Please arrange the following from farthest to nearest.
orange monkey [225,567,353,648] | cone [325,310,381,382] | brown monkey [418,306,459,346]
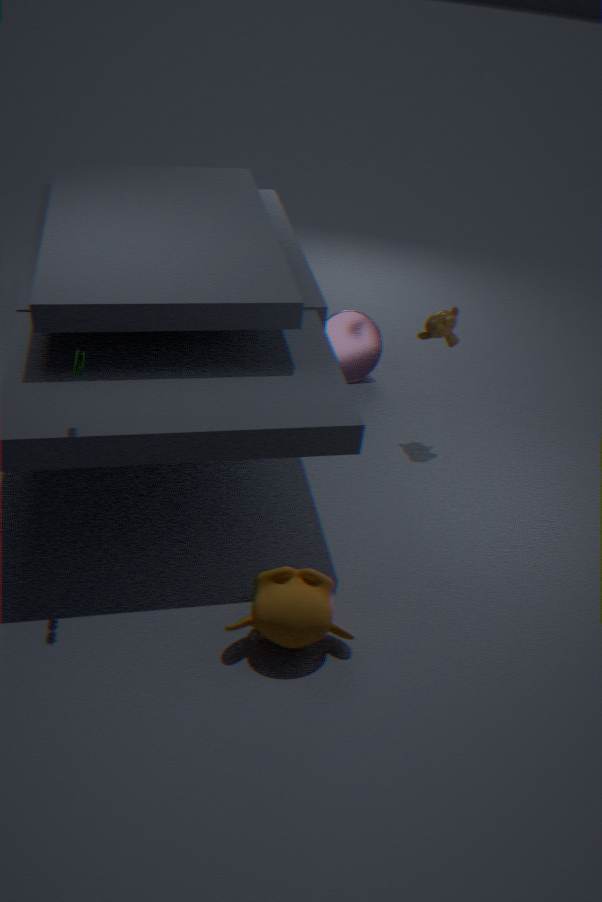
cone [325,310,381,382], brown monkey [418,306,459,346], orange monkey [225,567,353,648]
